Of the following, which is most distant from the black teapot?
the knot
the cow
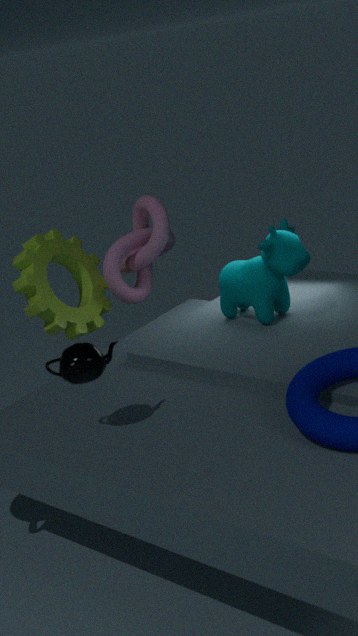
the knot
